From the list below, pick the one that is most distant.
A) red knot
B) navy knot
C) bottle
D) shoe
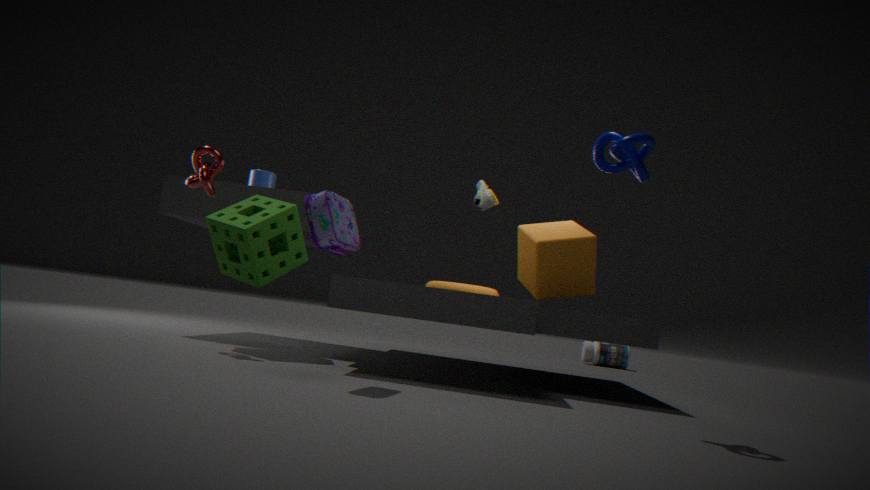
bottle
